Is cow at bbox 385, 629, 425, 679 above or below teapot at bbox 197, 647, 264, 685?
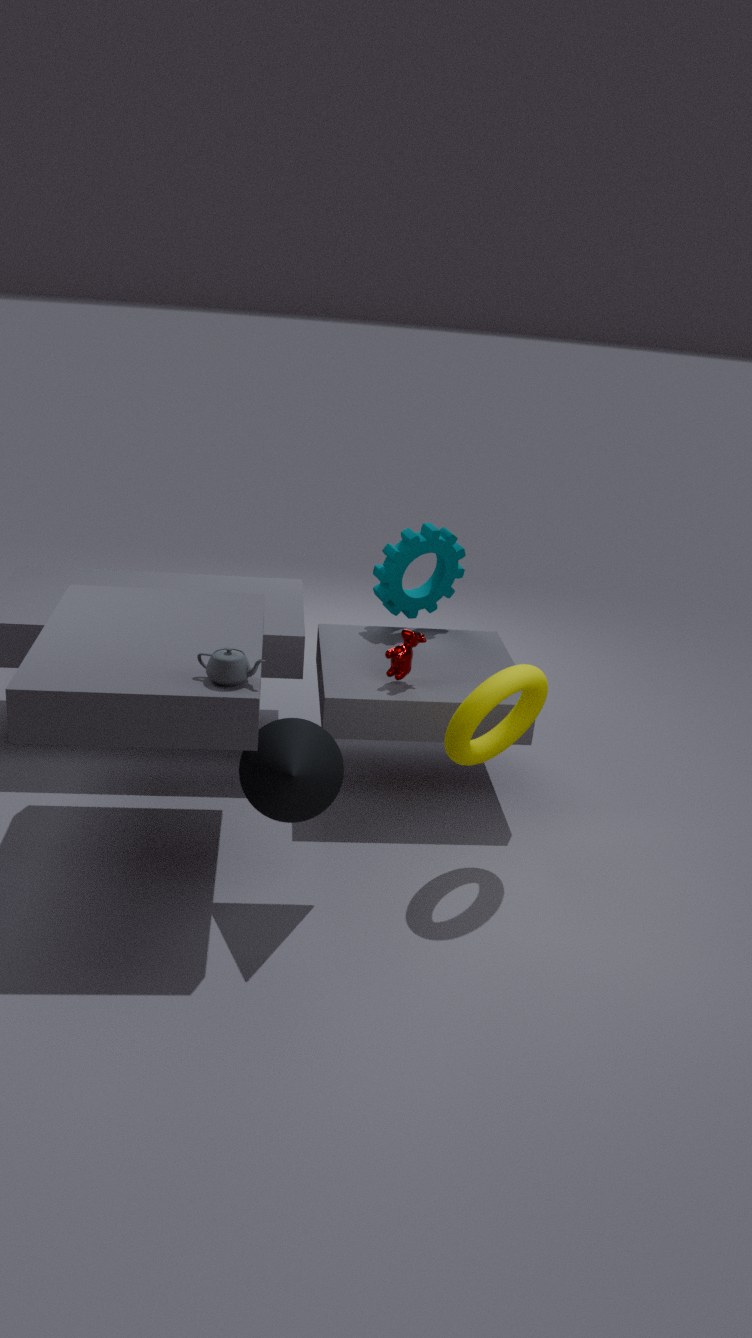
below
